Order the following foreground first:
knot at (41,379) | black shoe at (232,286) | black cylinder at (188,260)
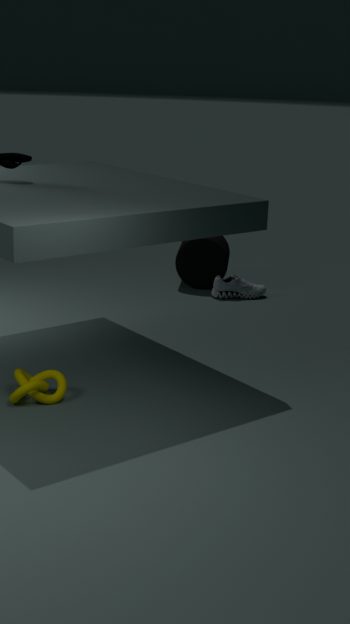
1. knot at (41,379)
2. black shoe at (232,286)
3. black cylinder at (188,260)
